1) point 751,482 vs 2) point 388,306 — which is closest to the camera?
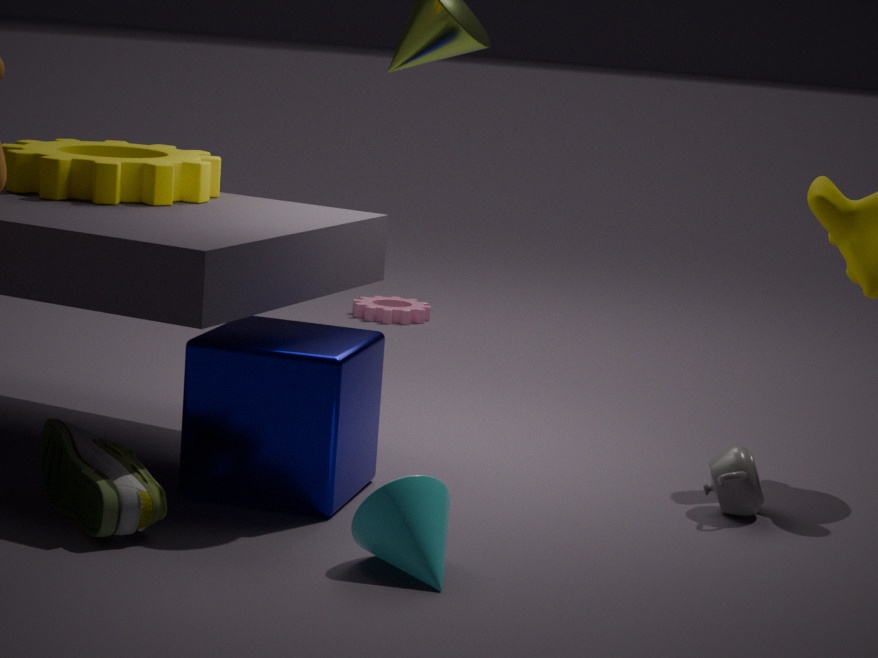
1. point 751,482
